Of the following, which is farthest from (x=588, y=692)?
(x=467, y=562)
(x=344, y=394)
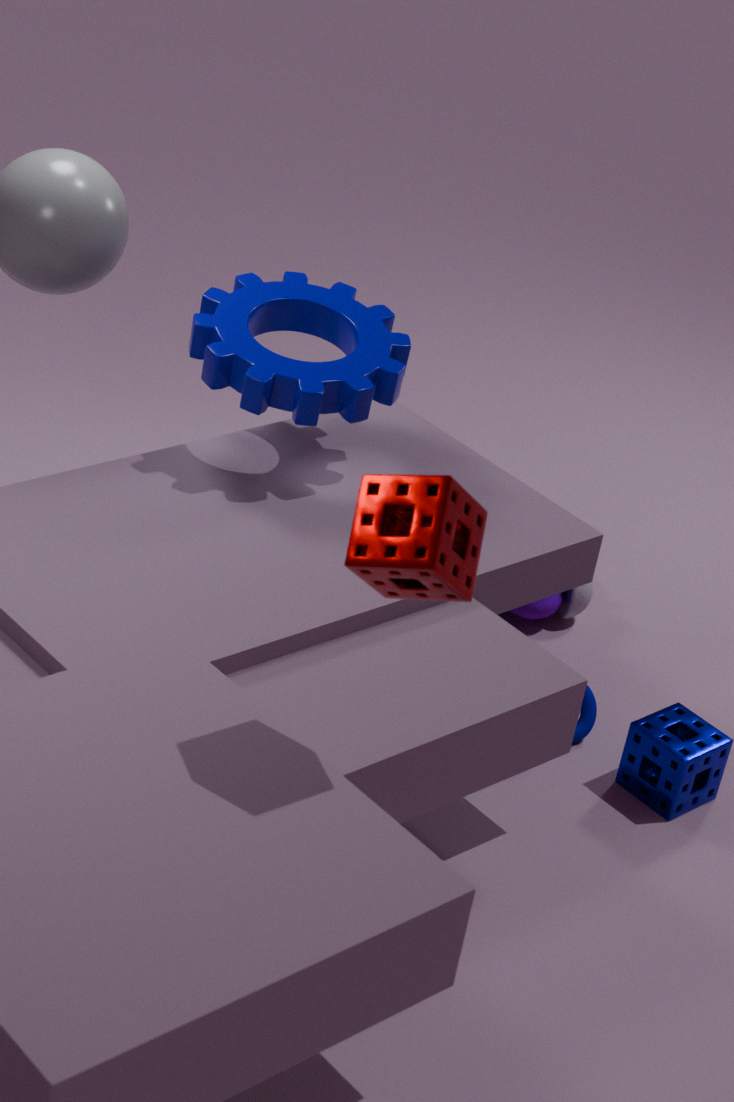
(x=467, y=562)
